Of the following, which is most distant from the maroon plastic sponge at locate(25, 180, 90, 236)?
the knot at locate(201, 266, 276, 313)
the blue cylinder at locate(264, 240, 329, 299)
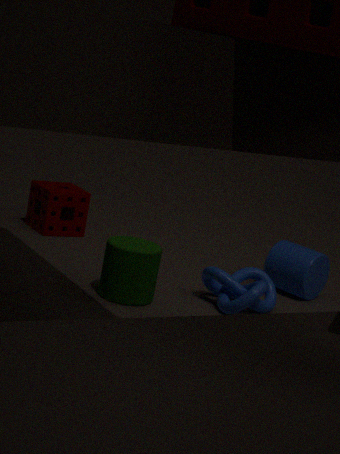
the blue cylinder at locate(264, 240, 329, 299)
